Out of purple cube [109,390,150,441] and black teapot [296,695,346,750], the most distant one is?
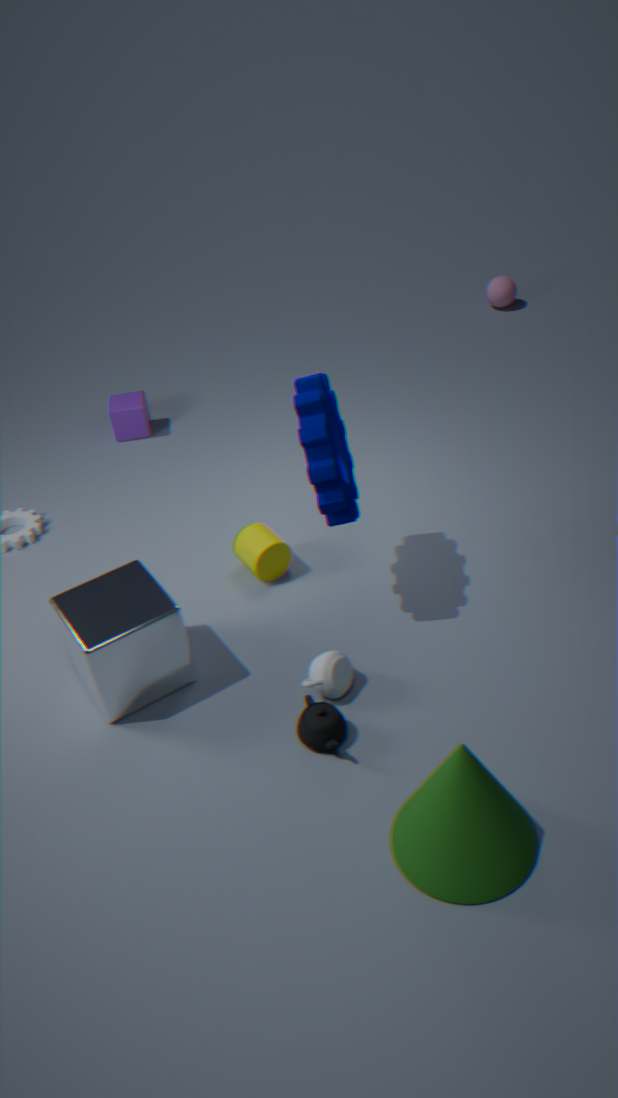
purple cube [109,390,150,441]
